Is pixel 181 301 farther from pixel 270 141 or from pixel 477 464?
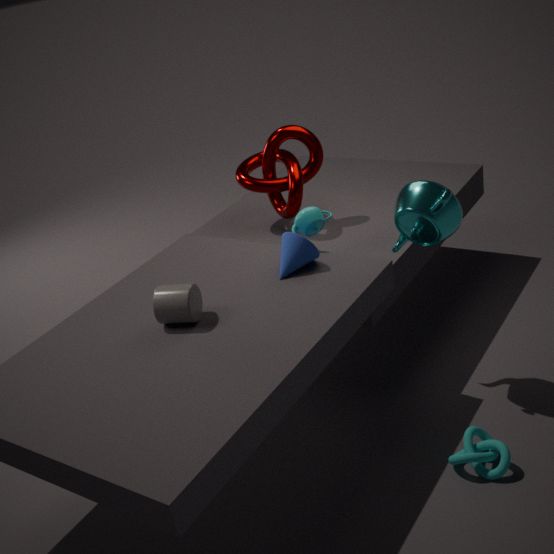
pixel 477 464
